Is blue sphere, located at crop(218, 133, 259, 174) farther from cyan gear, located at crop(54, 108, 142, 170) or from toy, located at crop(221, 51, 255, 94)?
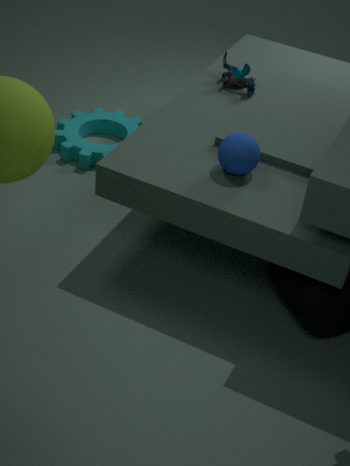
cyan gear, located at crop(54, 108, 142, 170)
